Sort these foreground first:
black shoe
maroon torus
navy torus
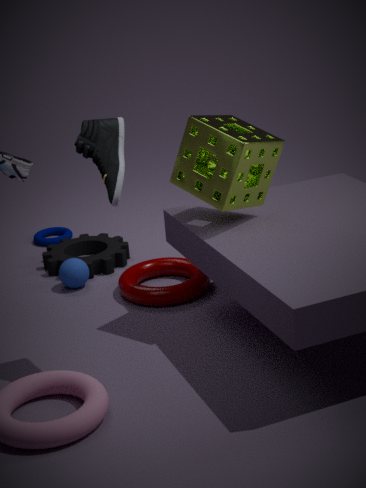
1. black shoe
2. maroon torus
3. navy torus
